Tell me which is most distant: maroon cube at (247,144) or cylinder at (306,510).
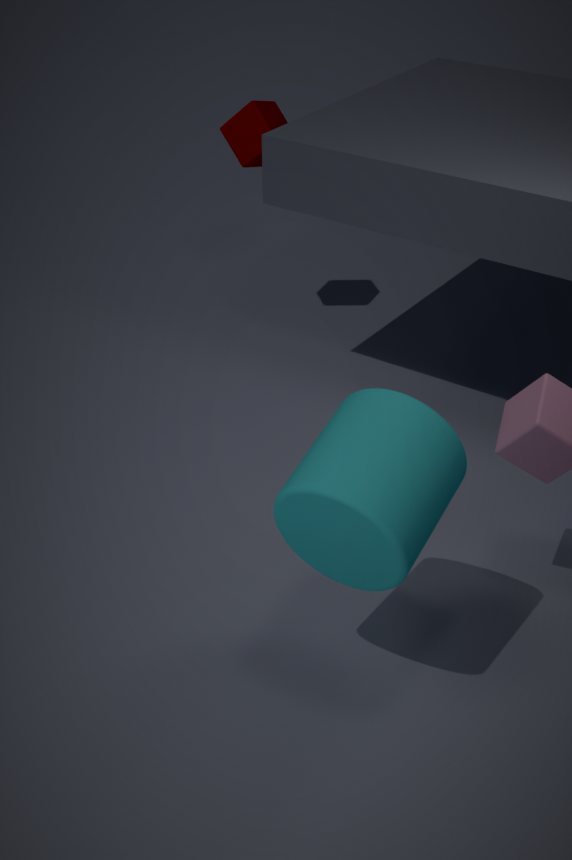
maroon cube at (247,144)
